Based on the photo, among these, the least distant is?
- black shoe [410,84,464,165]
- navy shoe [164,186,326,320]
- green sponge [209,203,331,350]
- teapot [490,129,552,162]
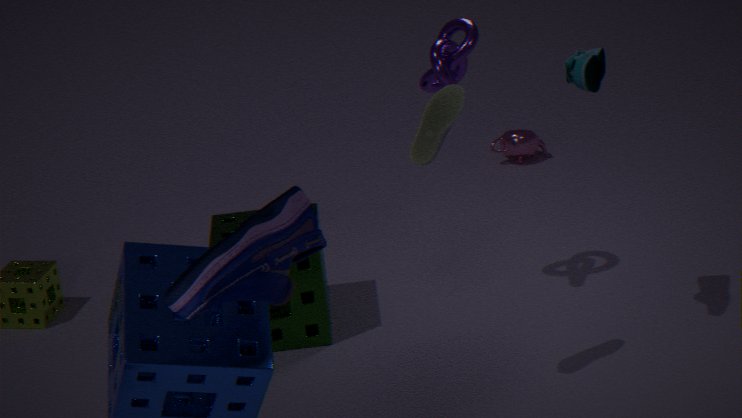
navy shoe [164,186,326,320]
